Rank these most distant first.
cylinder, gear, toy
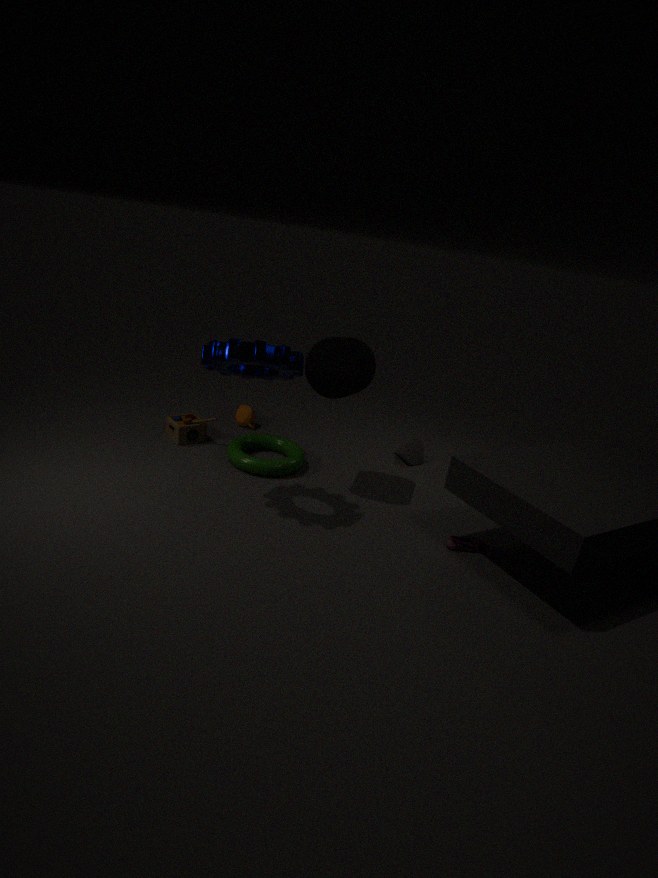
1. toy
2. cylinder
3. gear
